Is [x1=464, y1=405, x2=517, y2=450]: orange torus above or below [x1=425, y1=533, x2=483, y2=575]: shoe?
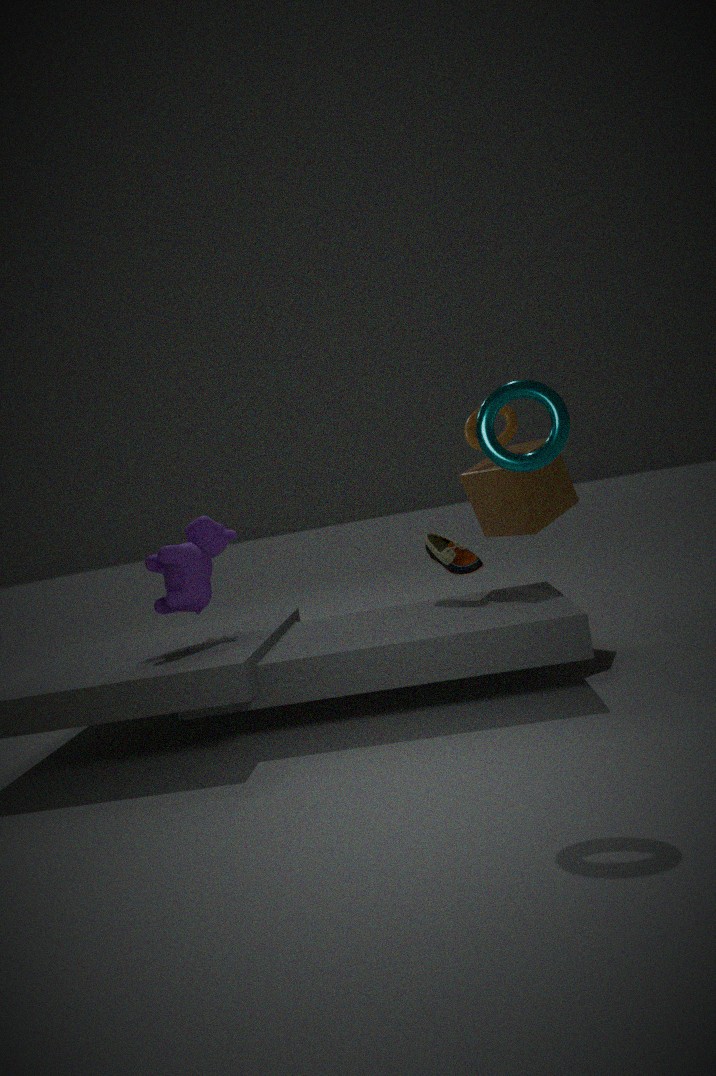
above
